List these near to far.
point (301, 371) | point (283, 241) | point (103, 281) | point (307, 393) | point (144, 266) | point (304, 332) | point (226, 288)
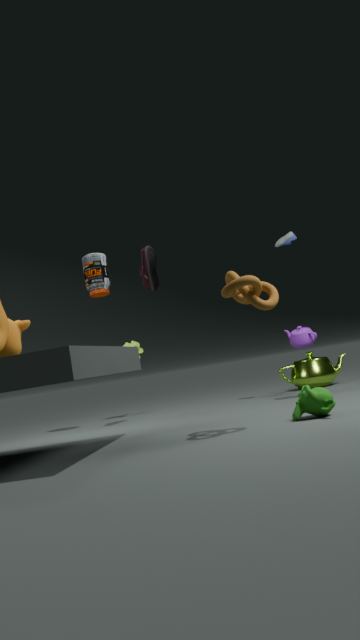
point (226, 288) → point (307, 393) → point (304, 332) → point (144, 266) → point (103, 281) → point (301, 371) → point (283, 241)
